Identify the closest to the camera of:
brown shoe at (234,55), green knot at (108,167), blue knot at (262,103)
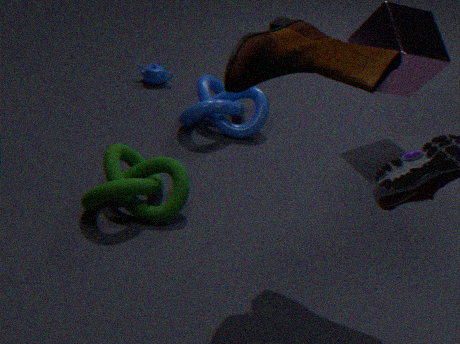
brown shoe at (234,55)
